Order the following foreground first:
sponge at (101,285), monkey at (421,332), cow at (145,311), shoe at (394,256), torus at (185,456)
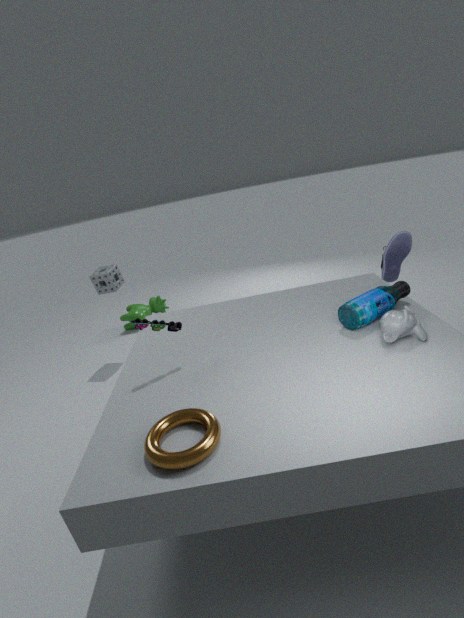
torus at (185,456) → monkey at (421,332) → shoe at (394,256) → sponge at (101,285) → cow at (145,311)
